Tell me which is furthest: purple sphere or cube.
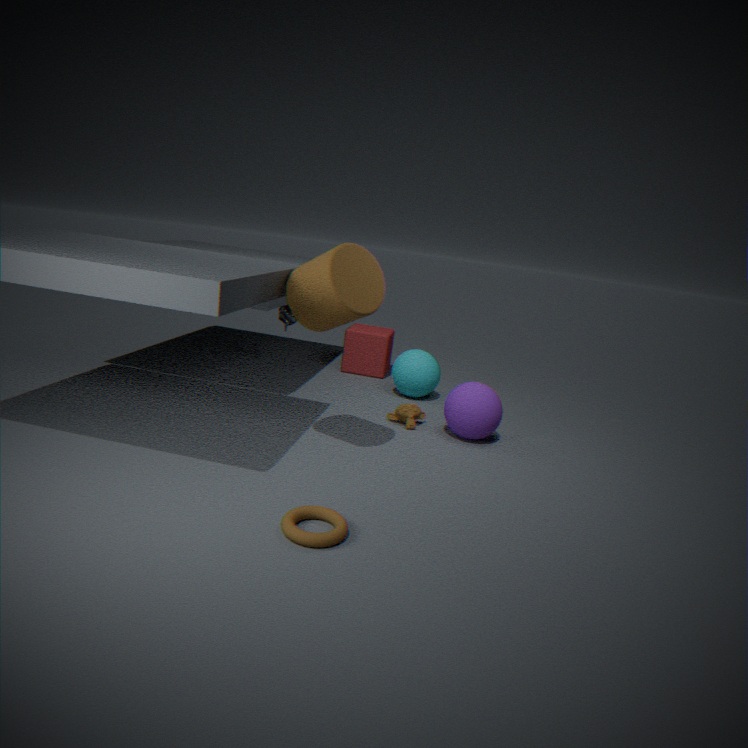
cube
